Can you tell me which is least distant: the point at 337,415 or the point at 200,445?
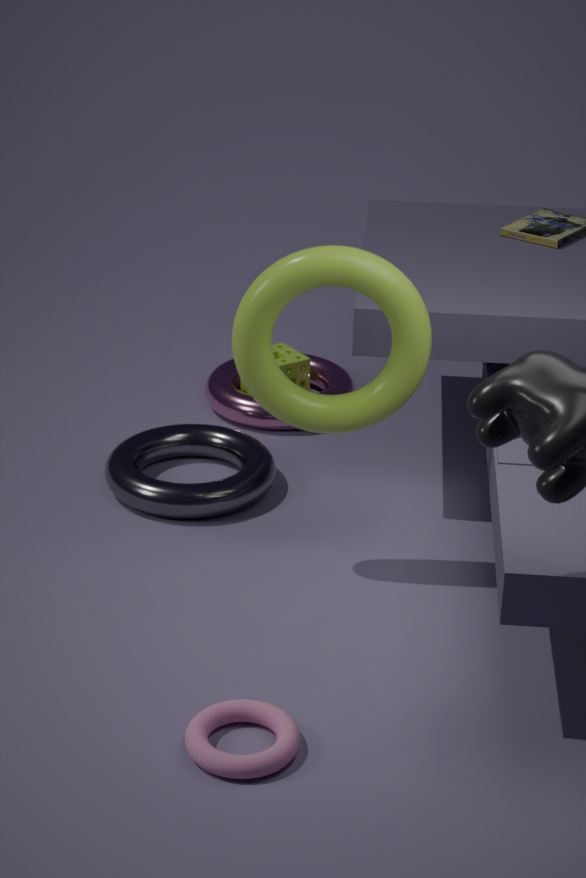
the point at 337,415
